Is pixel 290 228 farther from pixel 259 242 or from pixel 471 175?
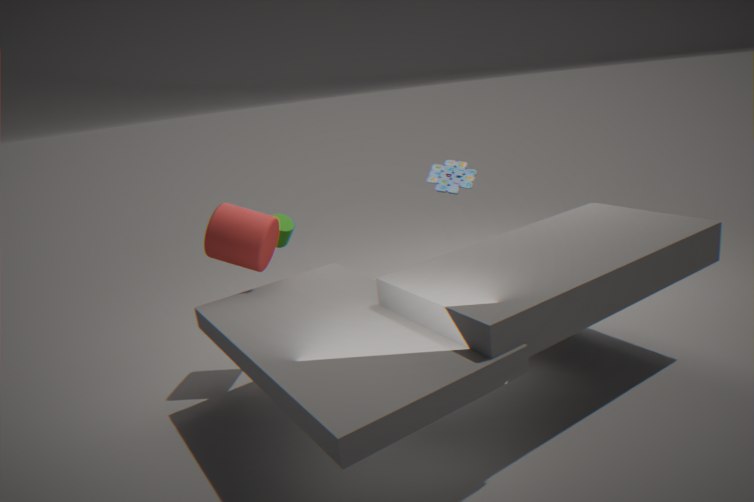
pixel 471 175
